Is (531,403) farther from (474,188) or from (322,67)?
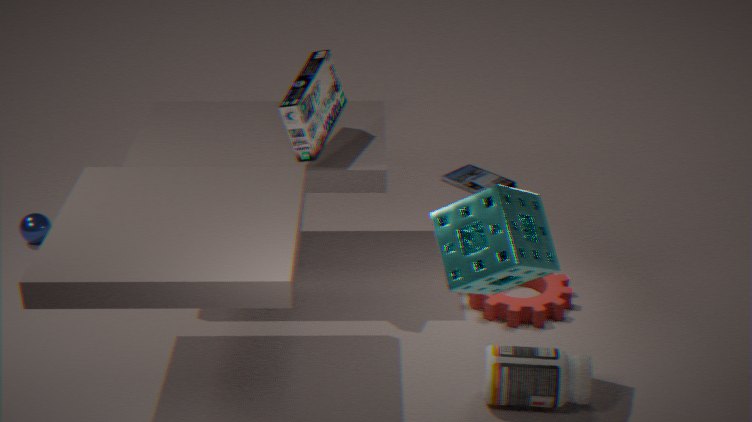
(474,188)
